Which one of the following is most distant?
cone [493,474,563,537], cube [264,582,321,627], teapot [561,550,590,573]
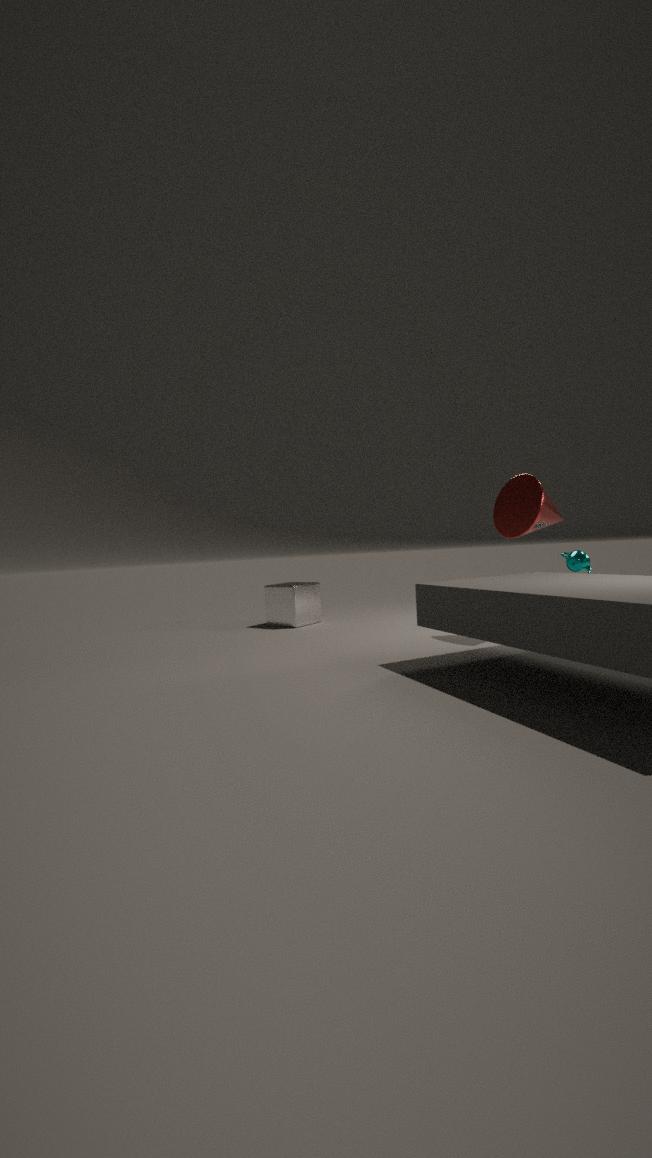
cube [264,582,321,627]
